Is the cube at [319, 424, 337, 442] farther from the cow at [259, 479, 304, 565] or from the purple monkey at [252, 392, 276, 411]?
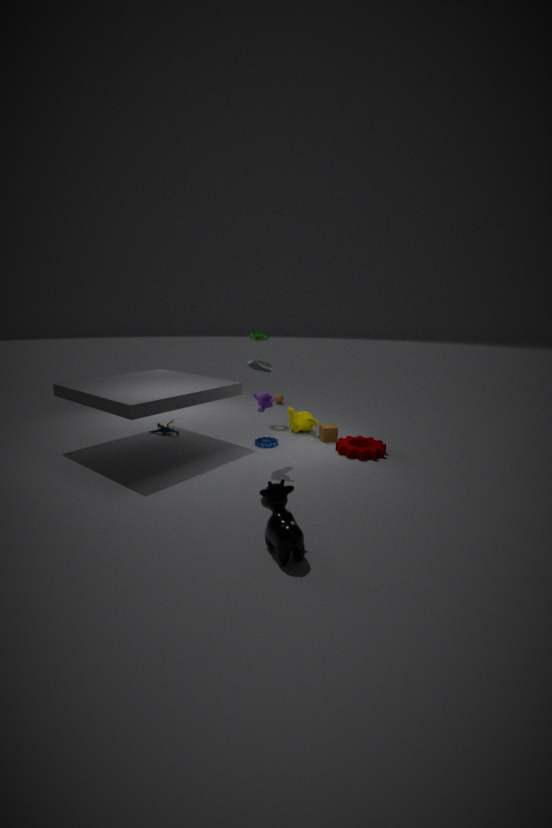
the cow at [259, 479, 304, 565]
